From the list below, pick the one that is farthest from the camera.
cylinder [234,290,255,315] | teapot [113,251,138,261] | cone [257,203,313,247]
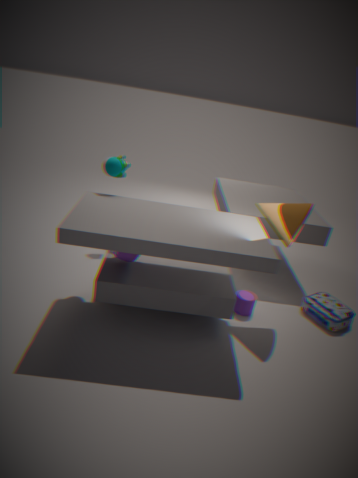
cylinder [234,290,255,315]
